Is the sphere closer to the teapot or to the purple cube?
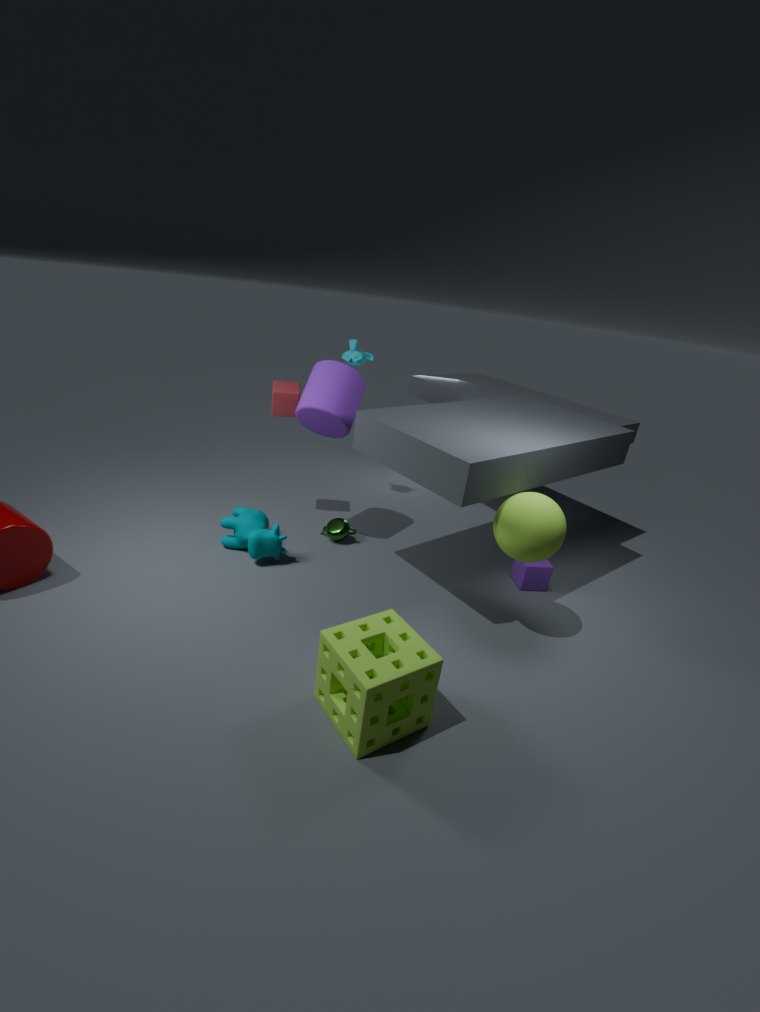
the purple cube
